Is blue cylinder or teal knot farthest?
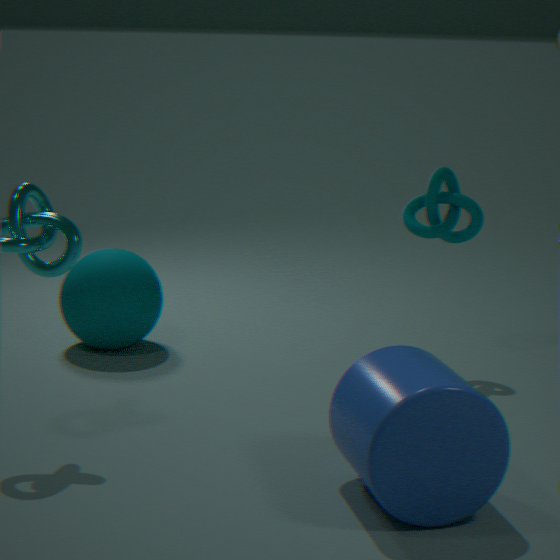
teal knot
